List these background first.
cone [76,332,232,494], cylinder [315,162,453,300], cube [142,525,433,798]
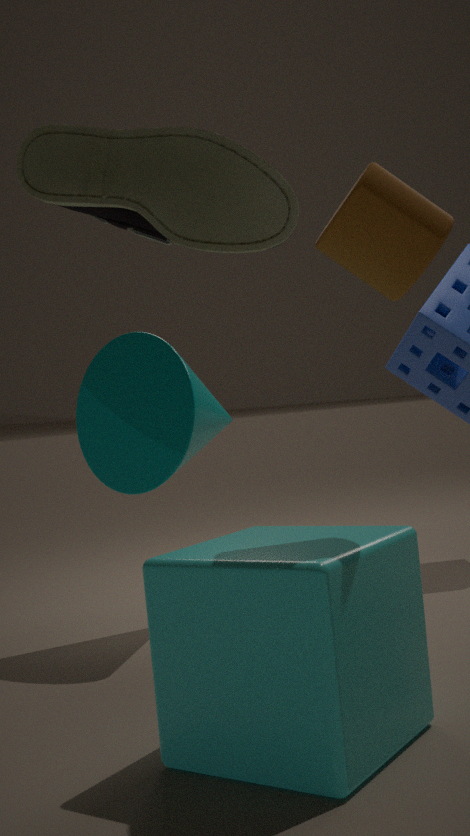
cone [76,332,232,494], cylinder [315,162,453,300], cube [142,525,433,798]
